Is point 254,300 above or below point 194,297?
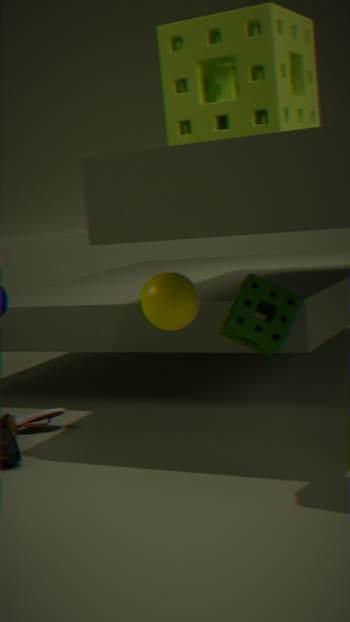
below
